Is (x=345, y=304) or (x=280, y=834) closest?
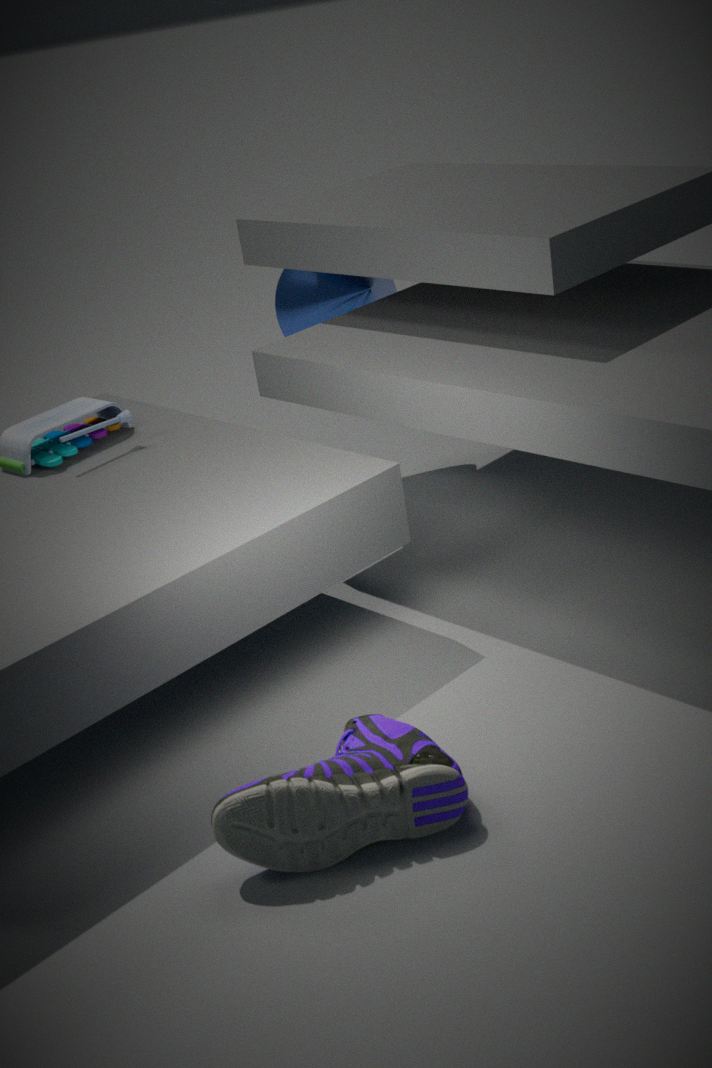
(x=280, y=834)
